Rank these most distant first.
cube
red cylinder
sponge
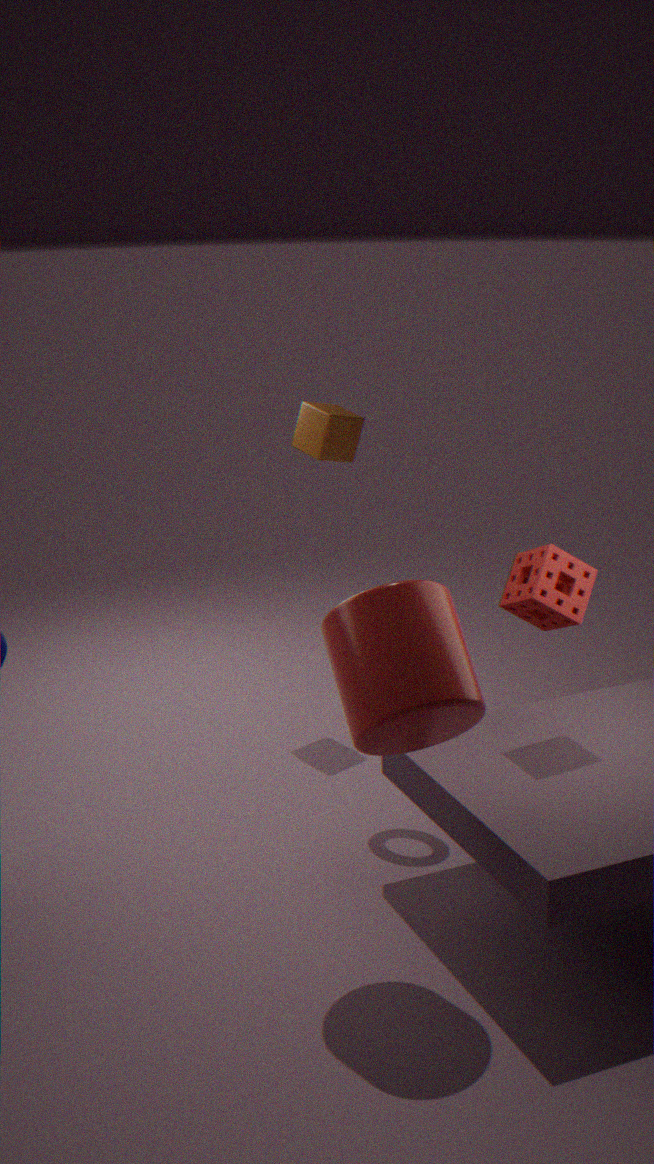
cube → sponge → red cylinder
